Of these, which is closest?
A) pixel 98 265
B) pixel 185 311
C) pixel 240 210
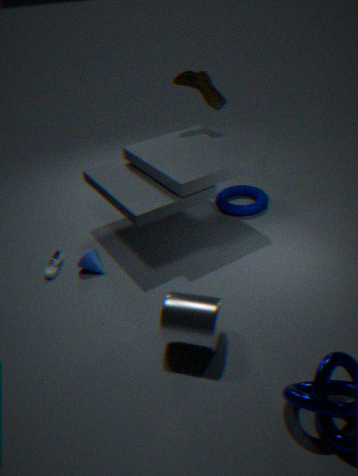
pixel 185 311
